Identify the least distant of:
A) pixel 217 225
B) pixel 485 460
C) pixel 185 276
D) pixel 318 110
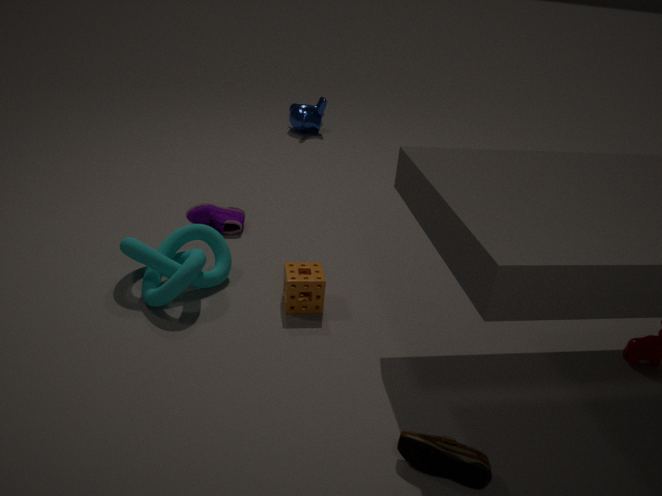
pixel 485 460
